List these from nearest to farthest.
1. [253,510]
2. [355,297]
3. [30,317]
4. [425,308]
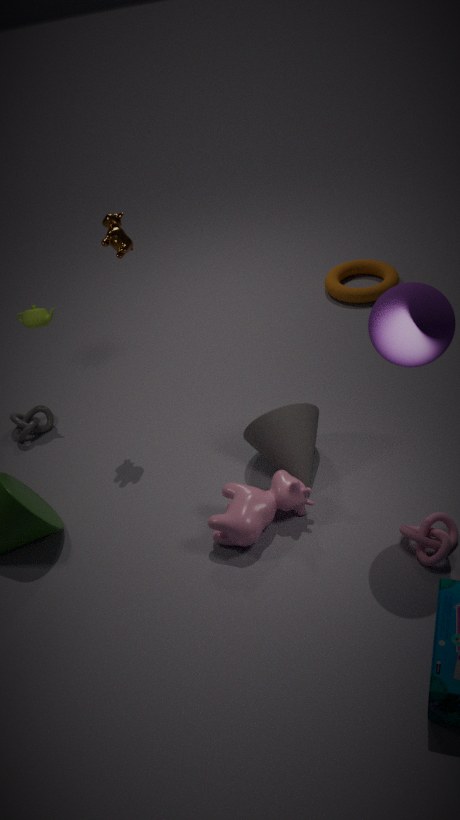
[425,308]
[253,510]
[30,317]
[355,297]
